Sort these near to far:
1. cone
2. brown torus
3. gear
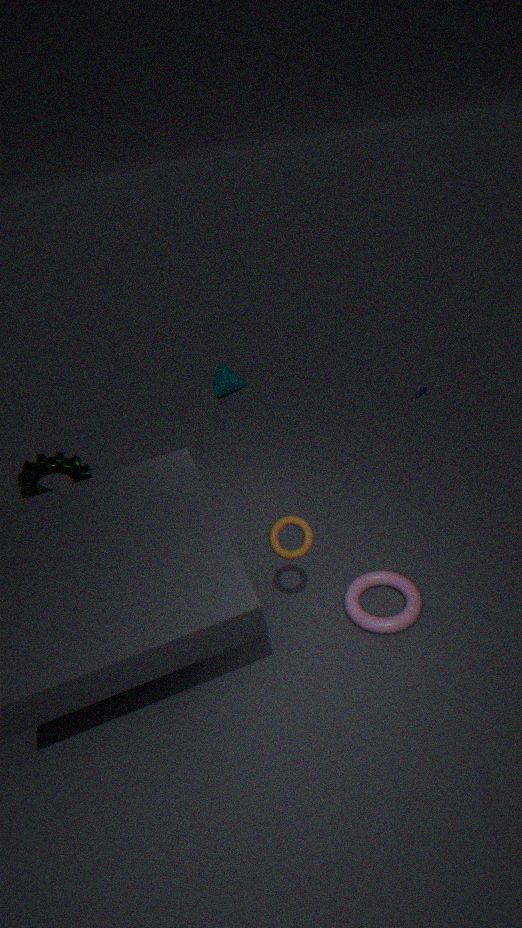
brown torus, gear, cone
